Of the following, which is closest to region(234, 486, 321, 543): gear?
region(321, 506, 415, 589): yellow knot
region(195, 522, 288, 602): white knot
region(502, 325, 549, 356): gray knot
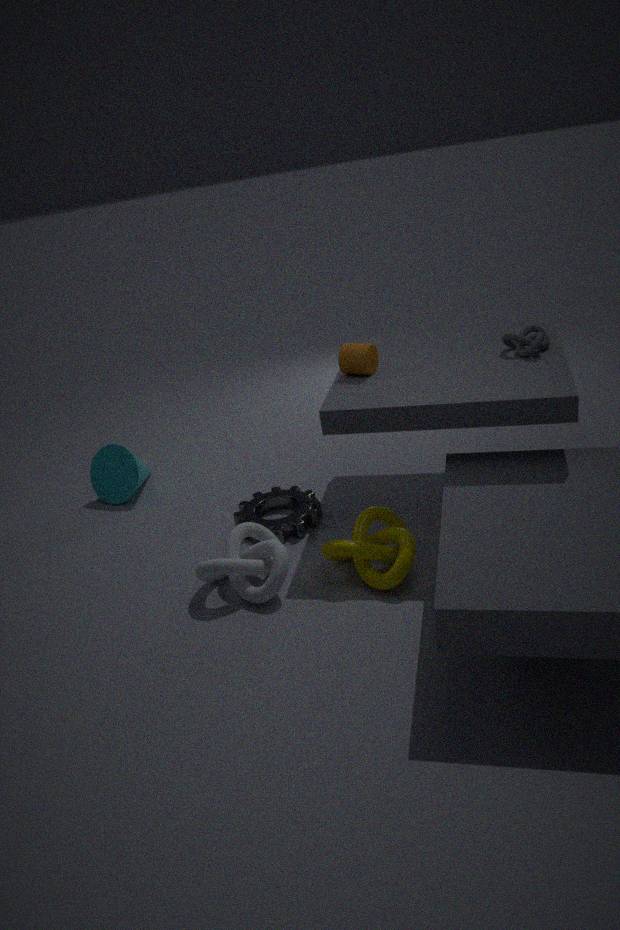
region(195, 522, 288, 602): white knot
